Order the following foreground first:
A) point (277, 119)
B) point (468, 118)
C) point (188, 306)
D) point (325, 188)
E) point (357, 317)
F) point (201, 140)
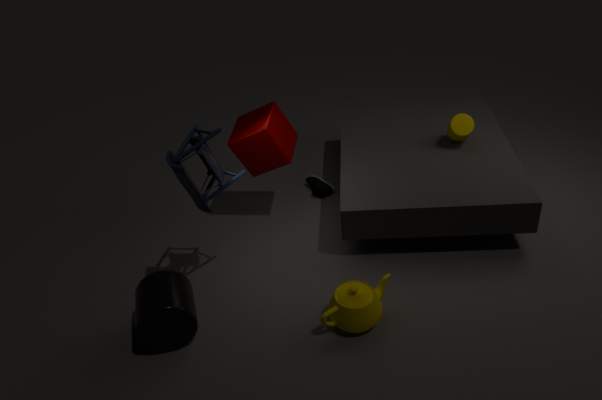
point (201, 140) < point (357, 317) < point (188, 306) < point (277, 119) < point (468, 118) < point (325, 188)
